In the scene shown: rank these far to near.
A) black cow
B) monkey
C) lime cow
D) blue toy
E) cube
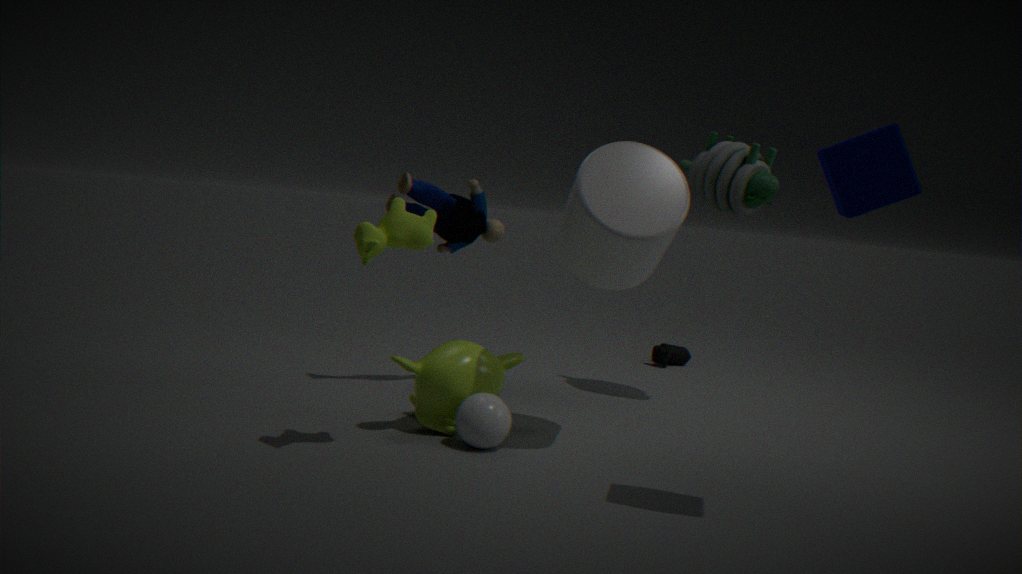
black cow, blue toy, monkey, lime cow, cube
